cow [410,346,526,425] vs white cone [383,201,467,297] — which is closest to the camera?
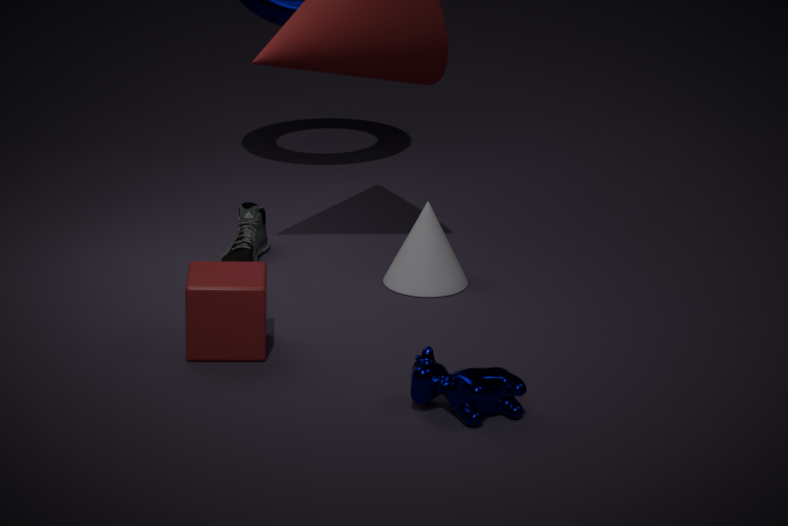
cow [410,346,526,425]
